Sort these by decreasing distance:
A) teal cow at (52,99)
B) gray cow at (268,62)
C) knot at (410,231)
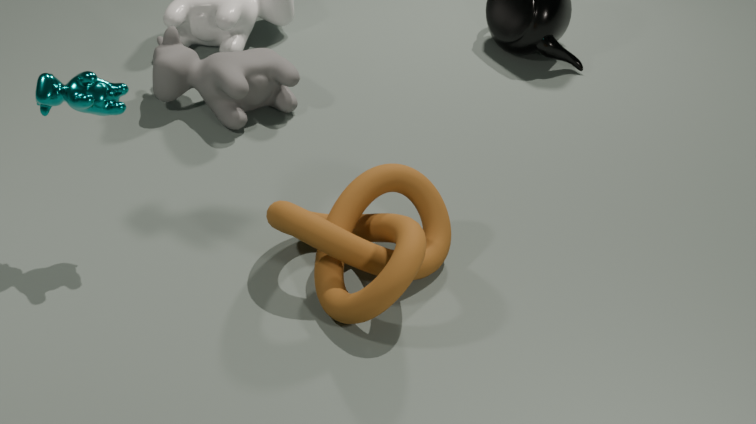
gray cow at (268,62) < teal cow at (52,99) < knot at (410,231)
